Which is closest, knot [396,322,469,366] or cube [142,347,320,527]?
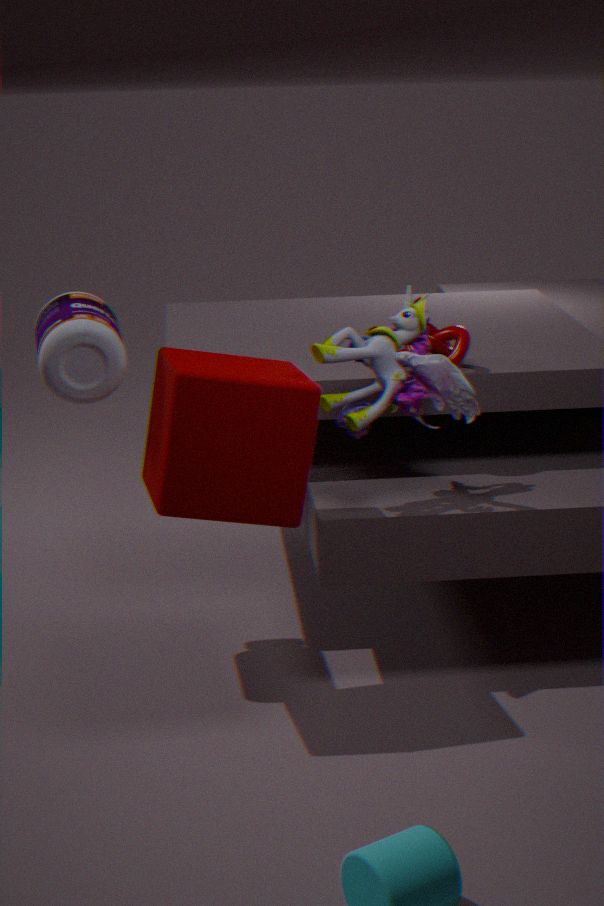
cube [142,347,320,527]
